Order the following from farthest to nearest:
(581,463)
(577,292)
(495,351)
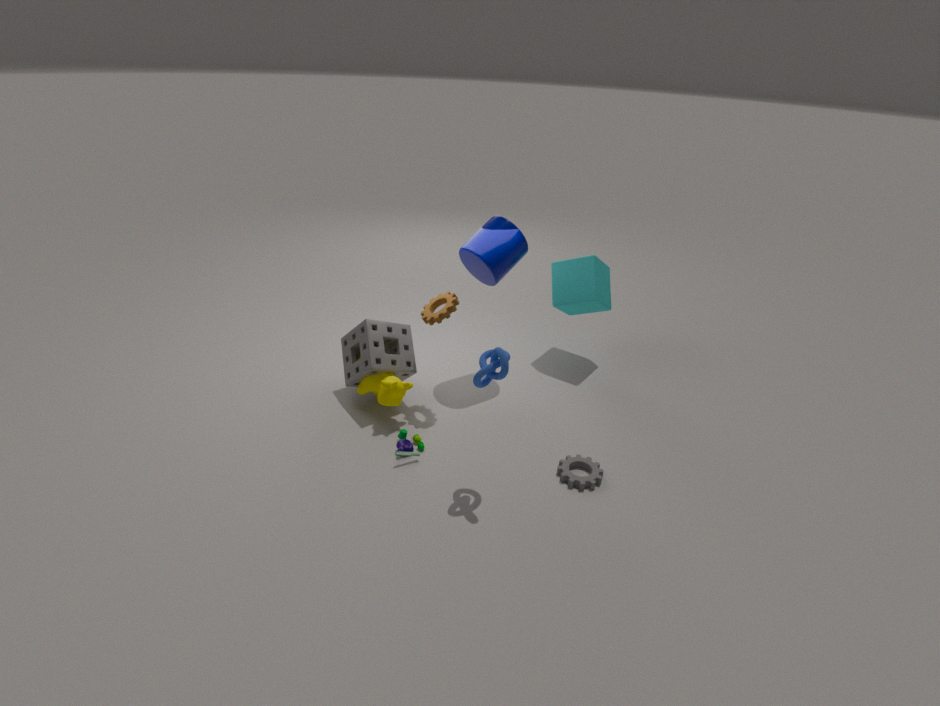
1. (577,292)
2. (581,463)
3. (495,351)
